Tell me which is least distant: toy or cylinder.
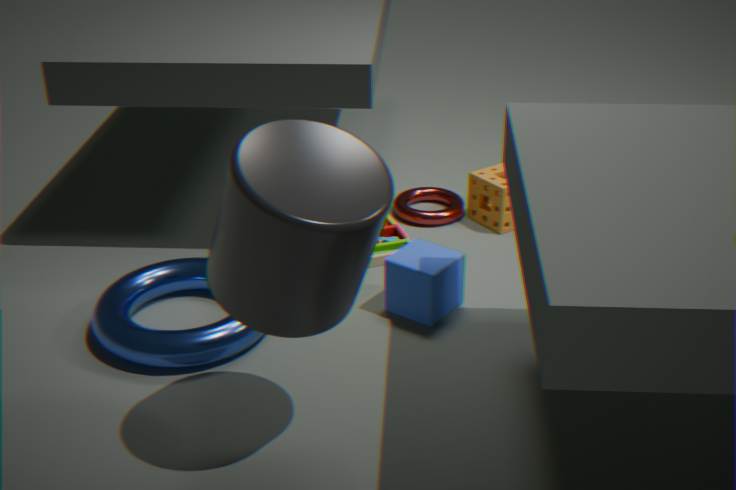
cylinder
